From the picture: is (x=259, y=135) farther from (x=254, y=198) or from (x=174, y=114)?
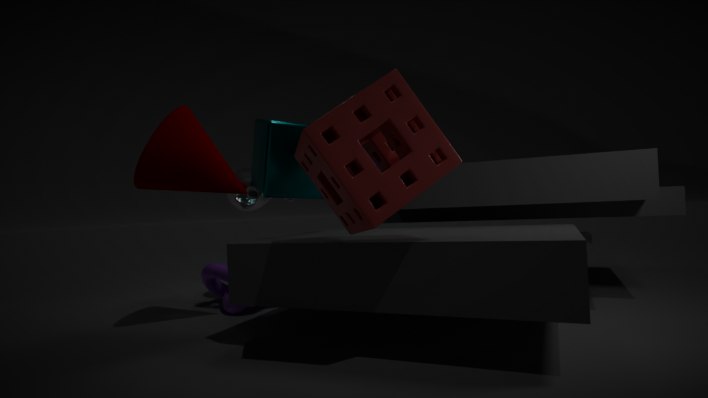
(x=174, y=114)
